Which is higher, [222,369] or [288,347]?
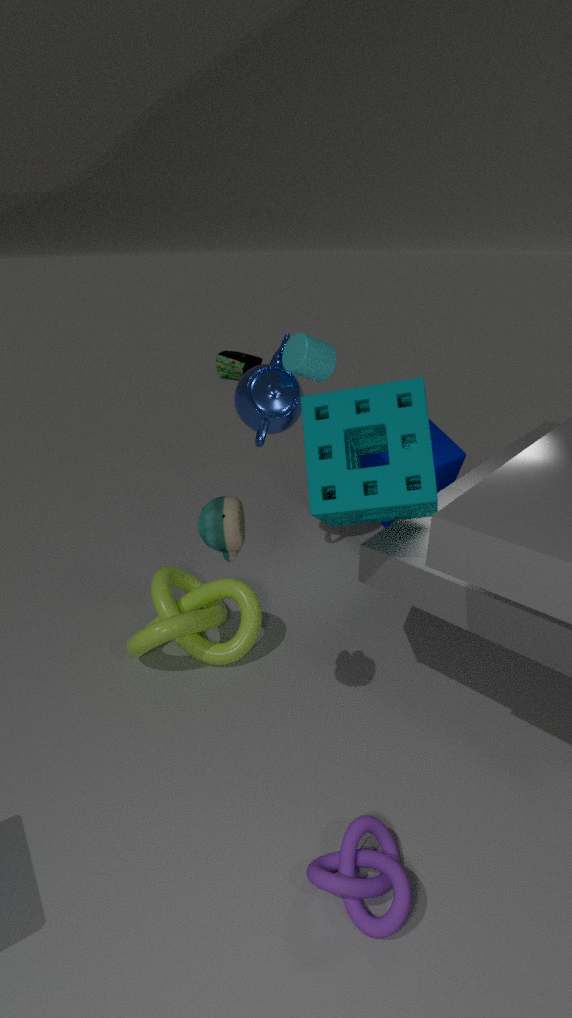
[288,347]
